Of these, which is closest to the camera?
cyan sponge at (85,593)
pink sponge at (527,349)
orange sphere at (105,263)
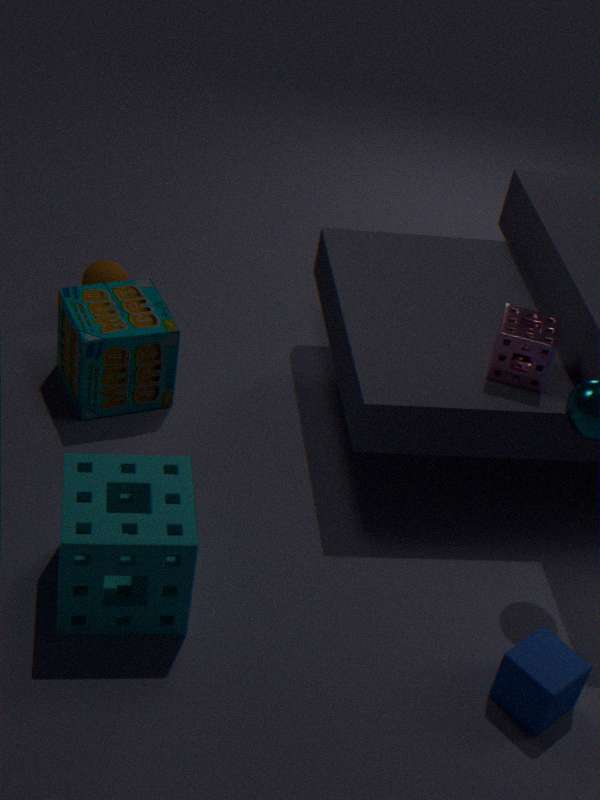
cyan sponge at (85,593)
